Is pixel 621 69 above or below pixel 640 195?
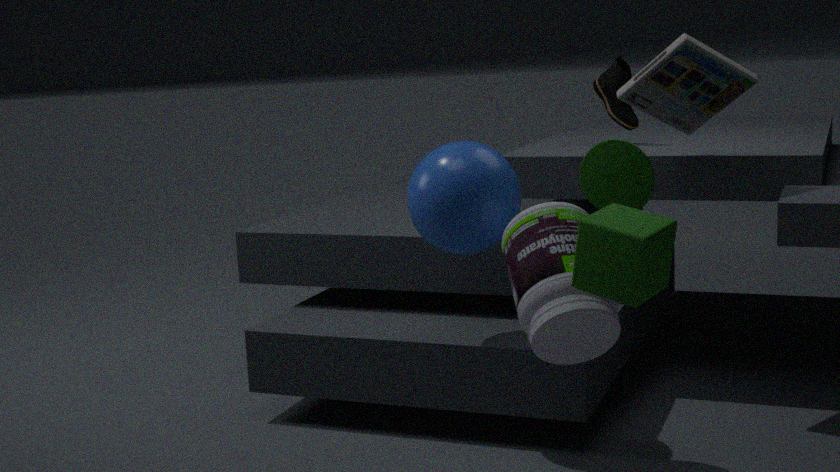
above
